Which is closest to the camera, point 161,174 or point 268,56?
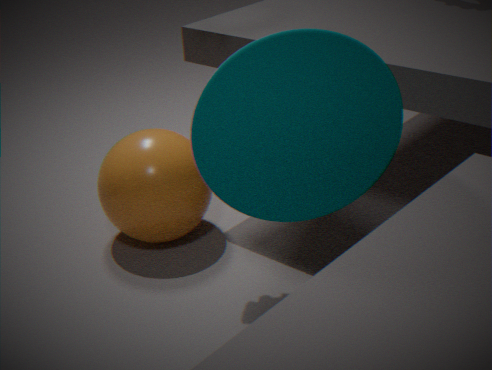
point 268,56
